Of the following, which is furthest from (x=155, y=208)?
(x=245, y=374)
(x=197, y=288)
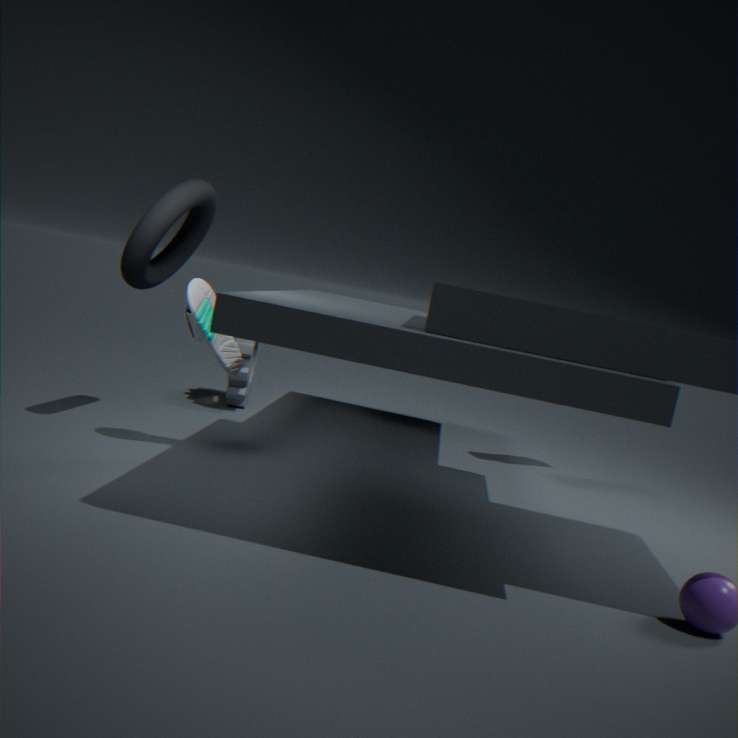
(x=245, y=374)
